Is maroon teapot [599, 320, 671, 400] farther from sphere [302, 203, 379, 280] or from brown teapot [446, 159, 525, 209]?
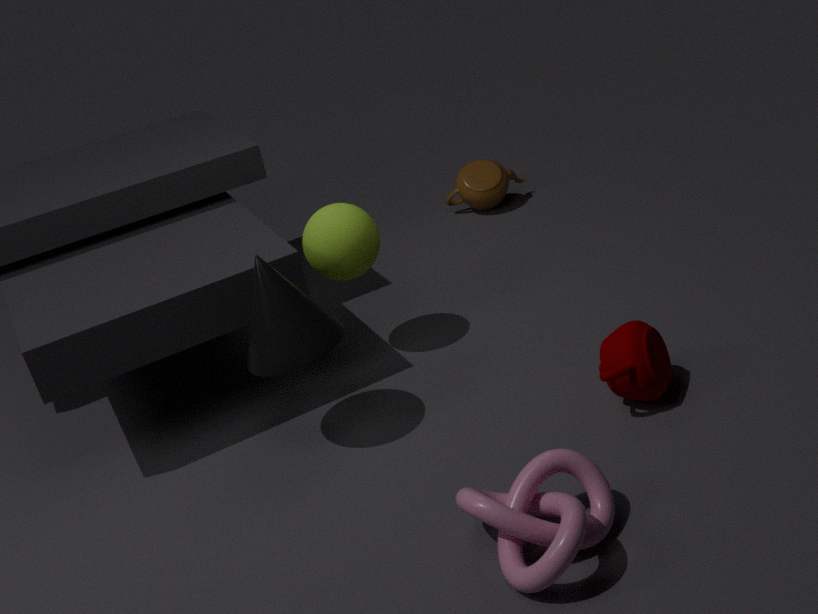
brown teapot [446, 159, 525, 209]
